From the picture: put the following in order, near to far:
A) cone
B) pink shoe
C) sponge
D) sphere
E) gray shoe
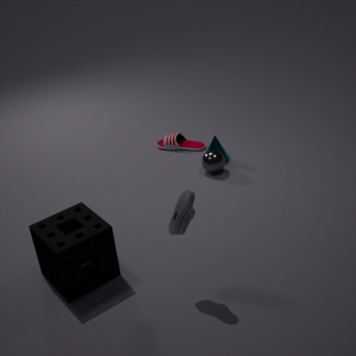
gray shoe
sponge
sphere
cone
pink shoe
